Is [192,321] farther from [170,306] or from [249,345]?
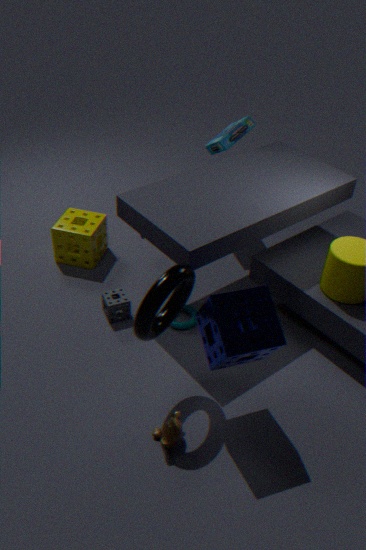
[249,345]
